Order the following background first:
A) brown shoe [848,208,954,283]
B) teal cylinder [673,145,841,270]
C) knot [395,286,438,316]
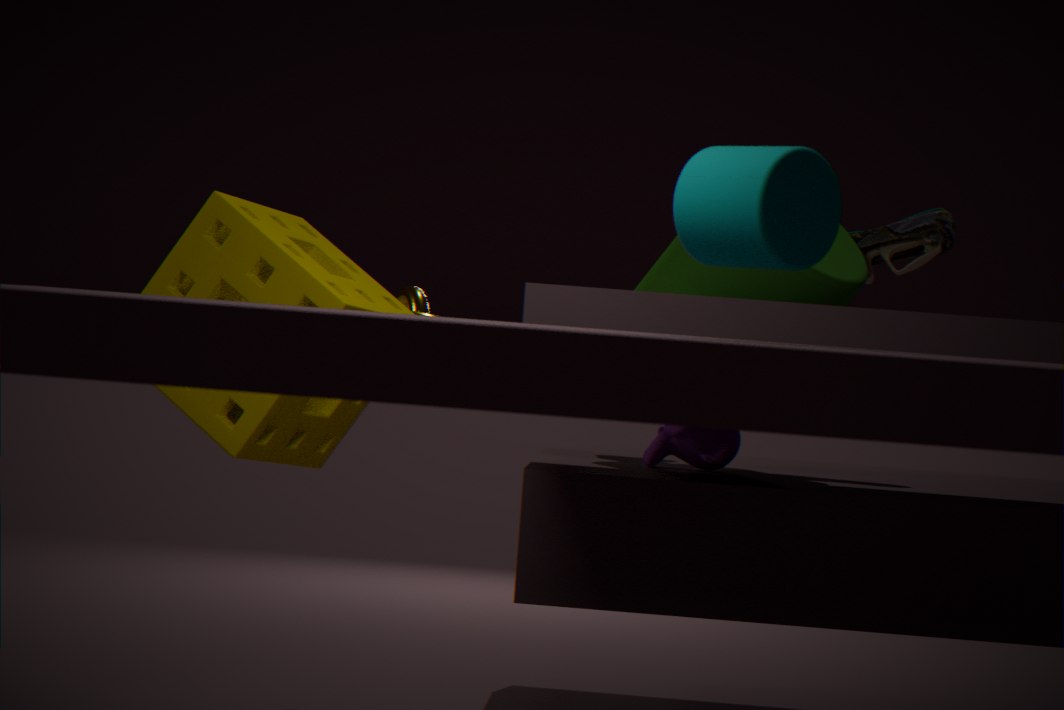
brown shoe [848,208,954,283] → knot [395,286,438,316] → teal cylinder [673,145,841,270]
